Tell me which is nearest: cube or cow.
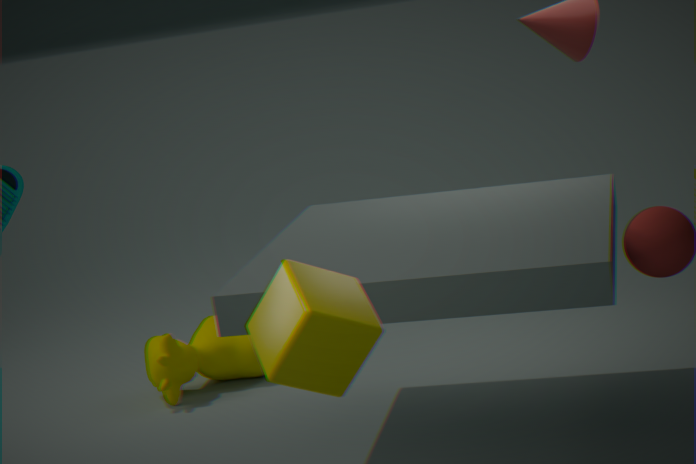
cube
